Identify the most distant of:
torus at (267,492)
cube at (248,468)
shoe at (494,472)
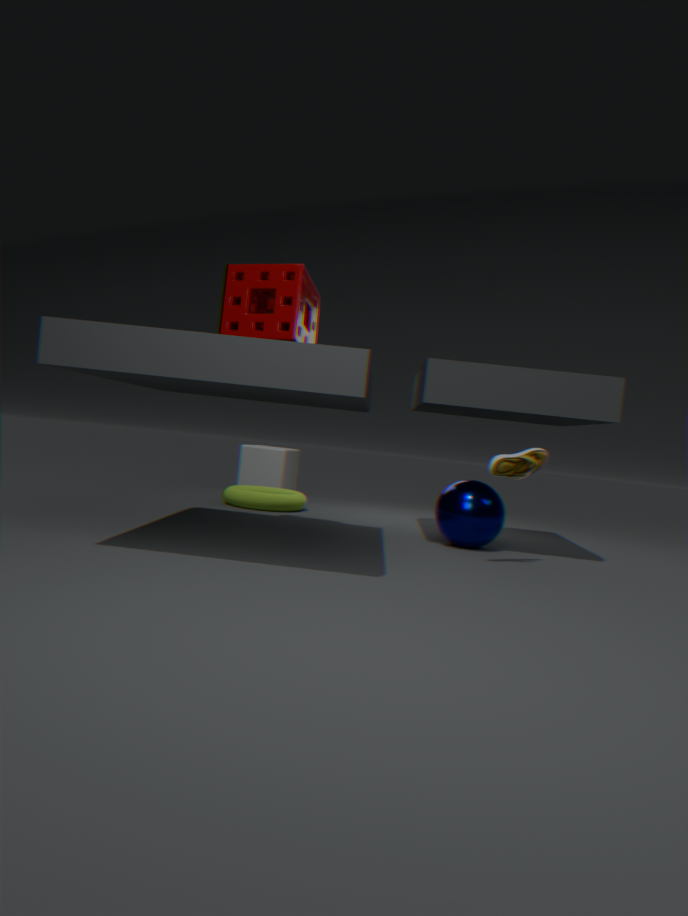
cube at (248,468)
